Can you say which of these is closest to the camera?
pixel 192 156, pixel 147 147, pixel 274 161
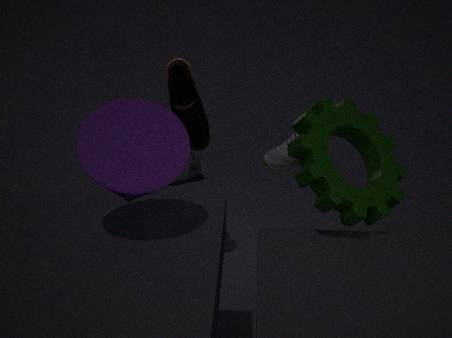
pixel 147 147
